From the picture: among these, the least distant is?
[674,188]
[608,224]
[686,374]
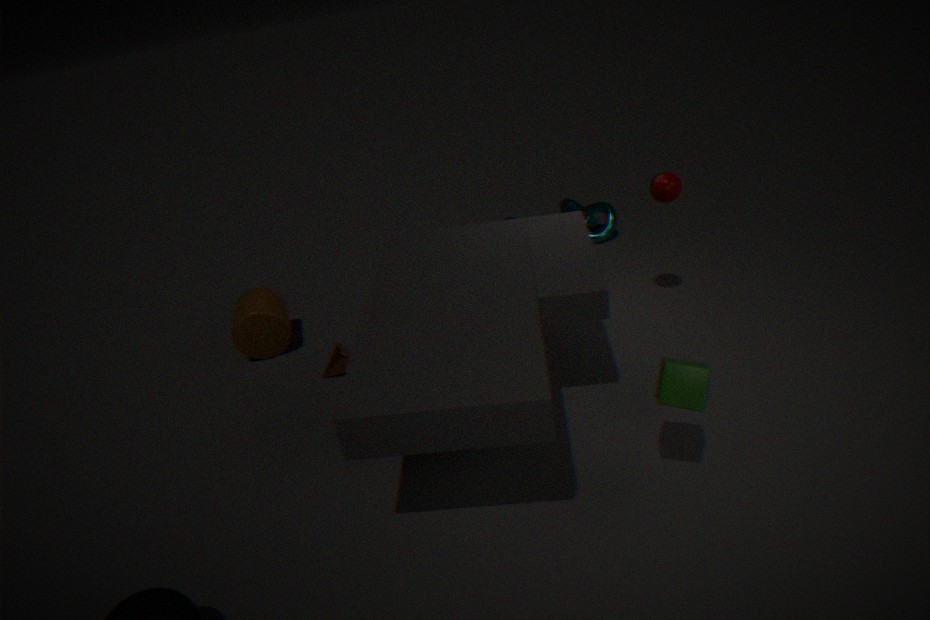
[686,374]
